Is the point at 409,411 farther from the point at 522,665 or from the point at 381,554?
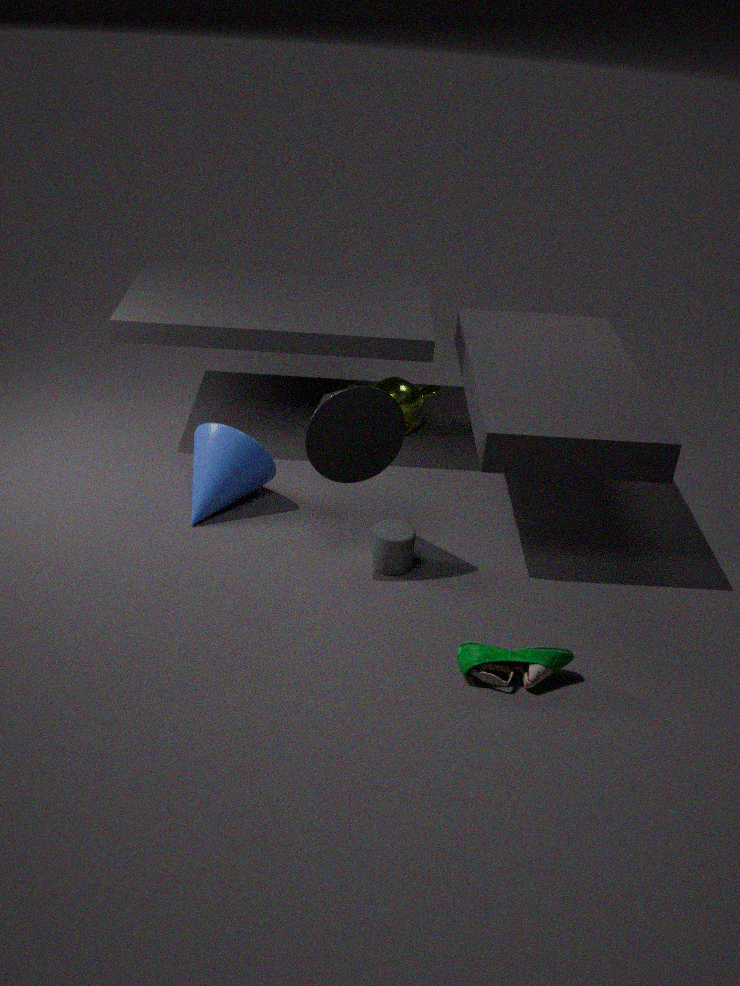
the point at 522,665
